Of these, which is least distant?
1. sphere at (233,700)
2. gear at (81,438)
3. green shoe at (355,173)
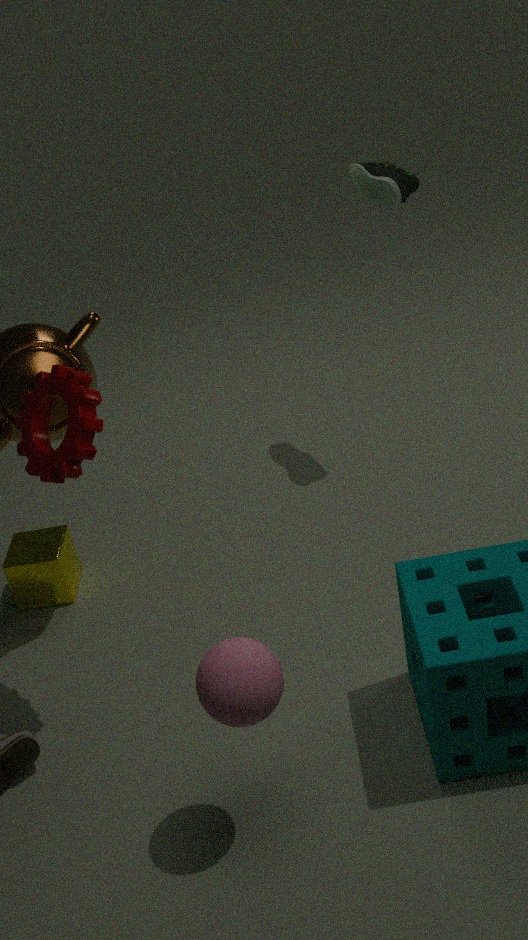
sphere at (233,700)
